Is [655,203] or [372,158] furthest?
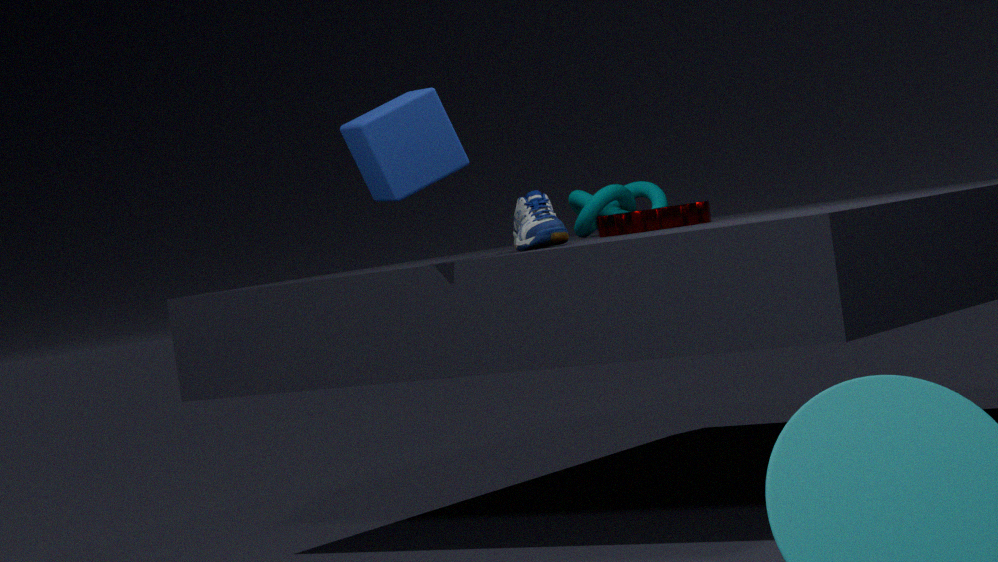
[655,203]
